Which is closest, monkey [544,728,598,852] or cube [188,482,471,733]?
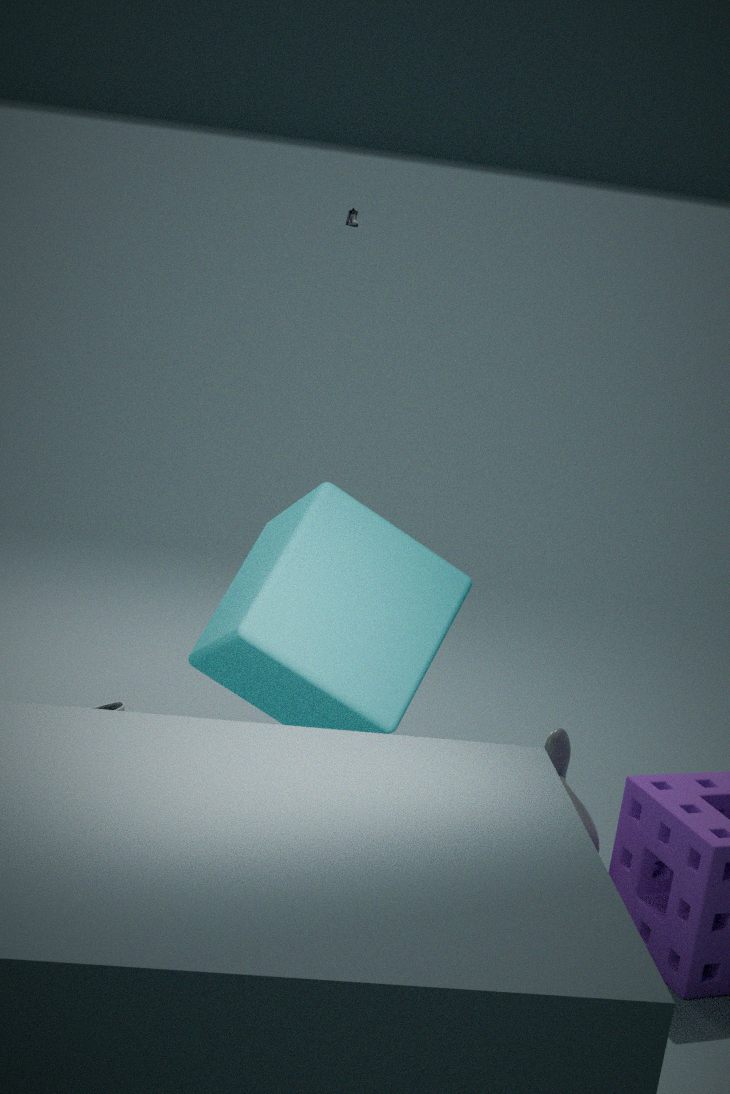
cube [188,482,471,733]
